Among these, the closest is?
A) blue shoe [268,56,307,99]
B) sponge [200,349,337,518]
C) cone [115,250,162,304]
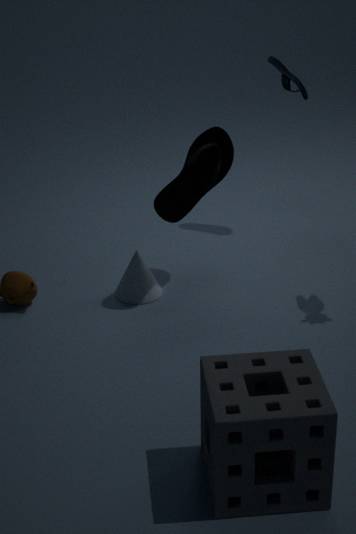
sponge [200,349,337,518]
